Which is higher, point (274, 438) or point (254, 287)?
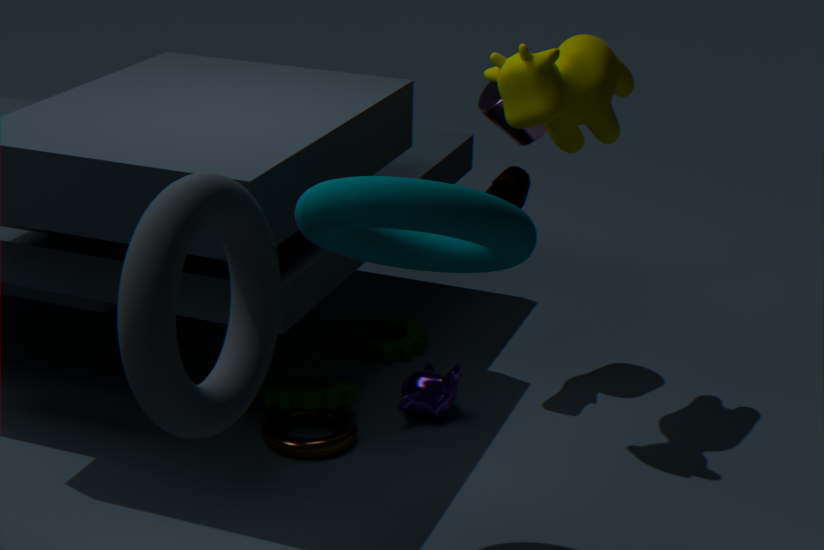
point (254, 287)
